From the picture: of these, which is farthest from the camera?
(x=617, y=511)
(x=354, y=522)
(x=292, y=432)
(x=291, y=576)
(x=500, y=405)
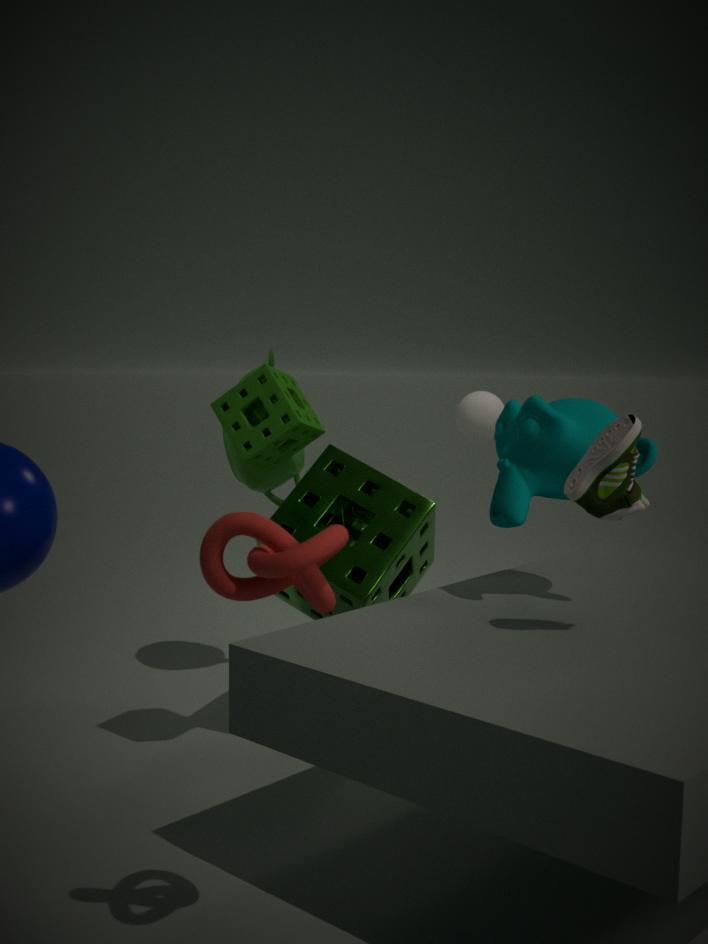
(x=500, y=405)
